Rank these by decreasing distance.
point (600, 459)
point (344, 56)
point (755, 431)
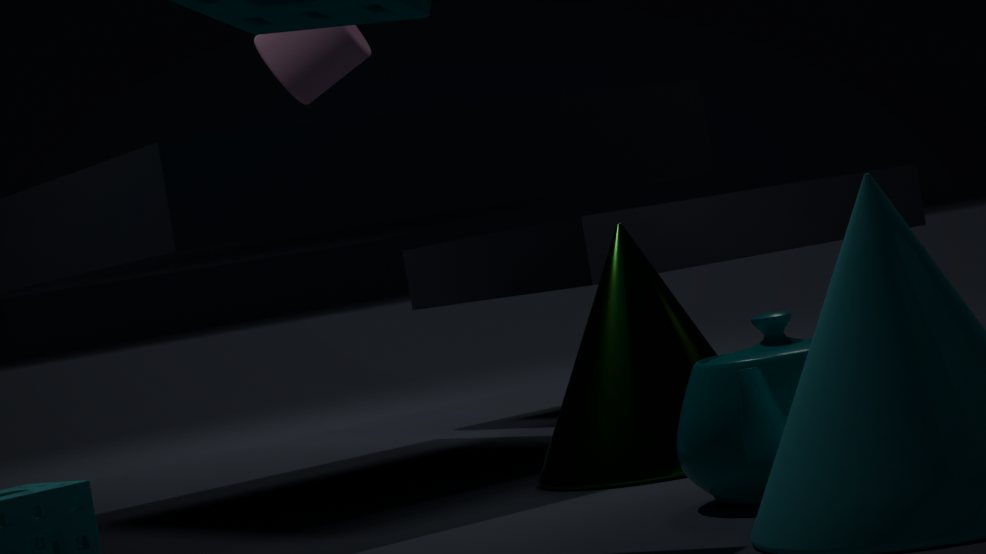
1. point (344, 56)
2. point (600, 459)
3. point (755, 431)
